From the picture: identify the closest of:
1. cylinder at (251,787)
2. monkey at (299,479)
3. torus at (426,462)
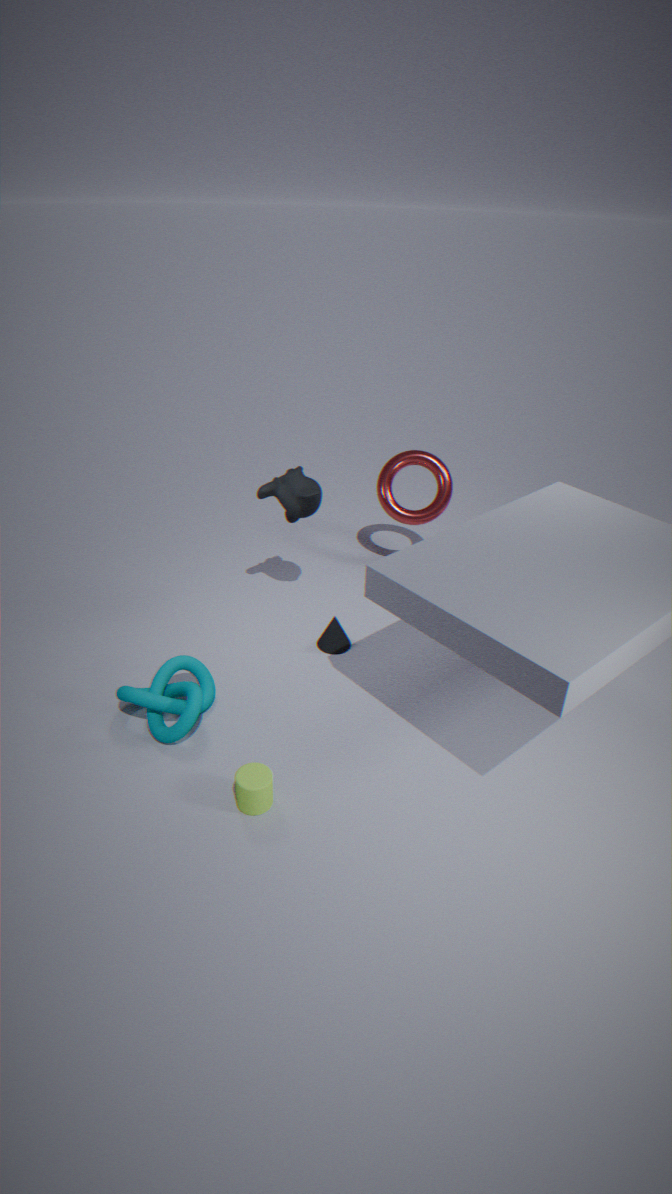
cylinder at (251,787)
